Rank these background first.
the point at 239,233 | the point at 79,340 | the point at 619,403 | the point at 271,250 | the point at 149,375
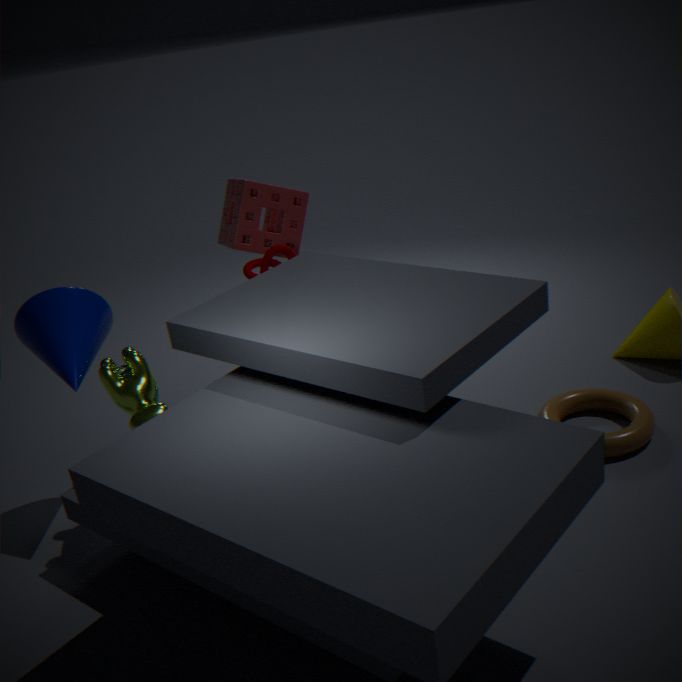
the point at 239,233 < the point at 271,250 < the point at 619,403 < the point at 79,340 < the point at 149,375
